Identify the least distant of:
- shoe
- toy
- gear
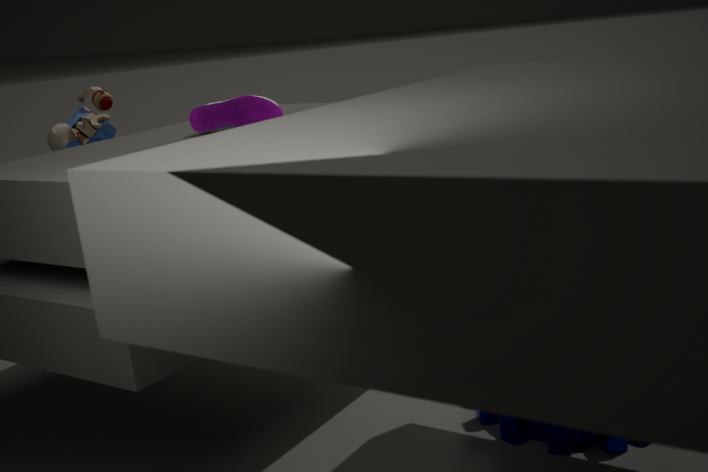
gear
